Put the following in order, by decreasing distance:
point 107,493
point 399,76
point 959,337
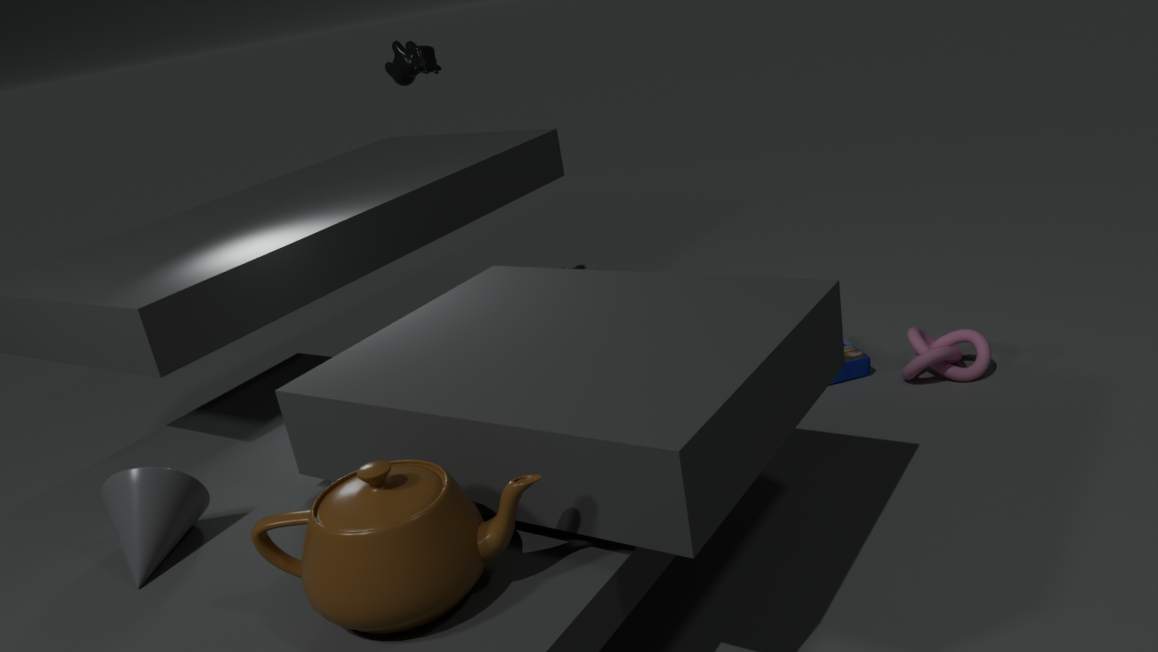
point 399,76 → point 959,337 → point 107,493
